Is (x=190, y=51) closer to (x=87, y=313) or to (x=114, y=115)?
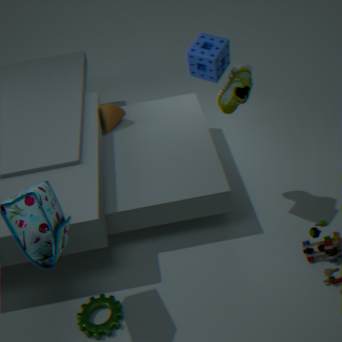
(x=114, y=115)
